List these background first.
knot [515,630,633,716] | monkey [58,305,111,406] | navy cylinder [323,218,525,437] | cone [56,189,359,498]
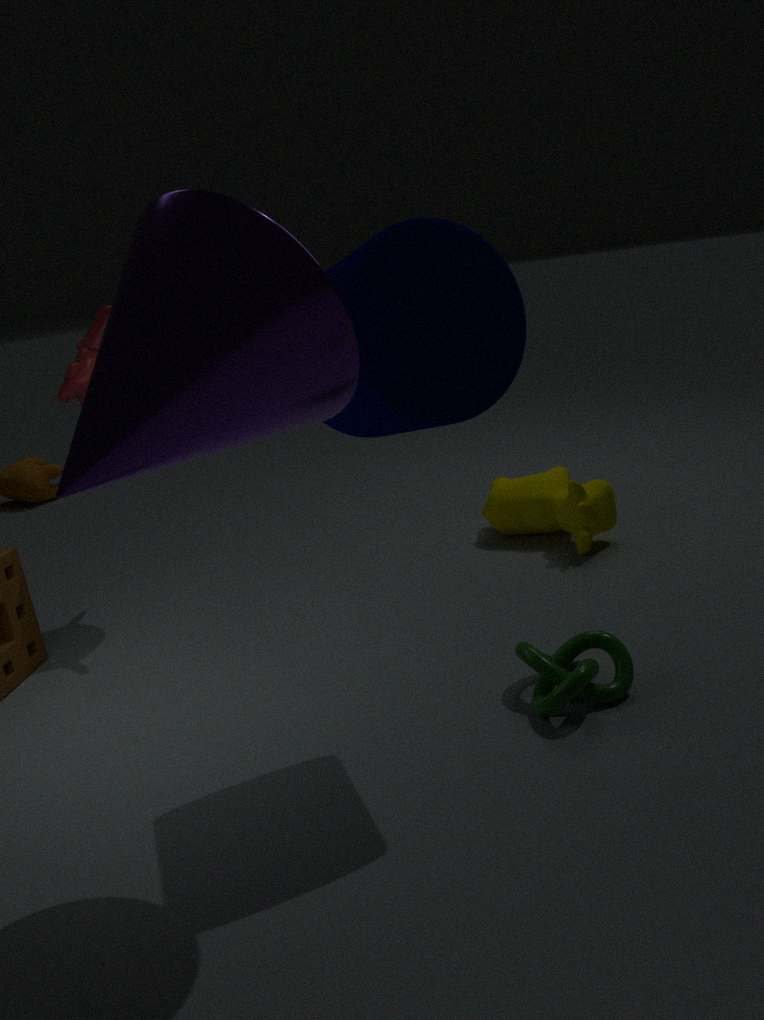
monkey [58,305,111,406]
knot [515,630,633,716]
navy cylinder [323,218,525,437]
cone [56,189,359,498]
